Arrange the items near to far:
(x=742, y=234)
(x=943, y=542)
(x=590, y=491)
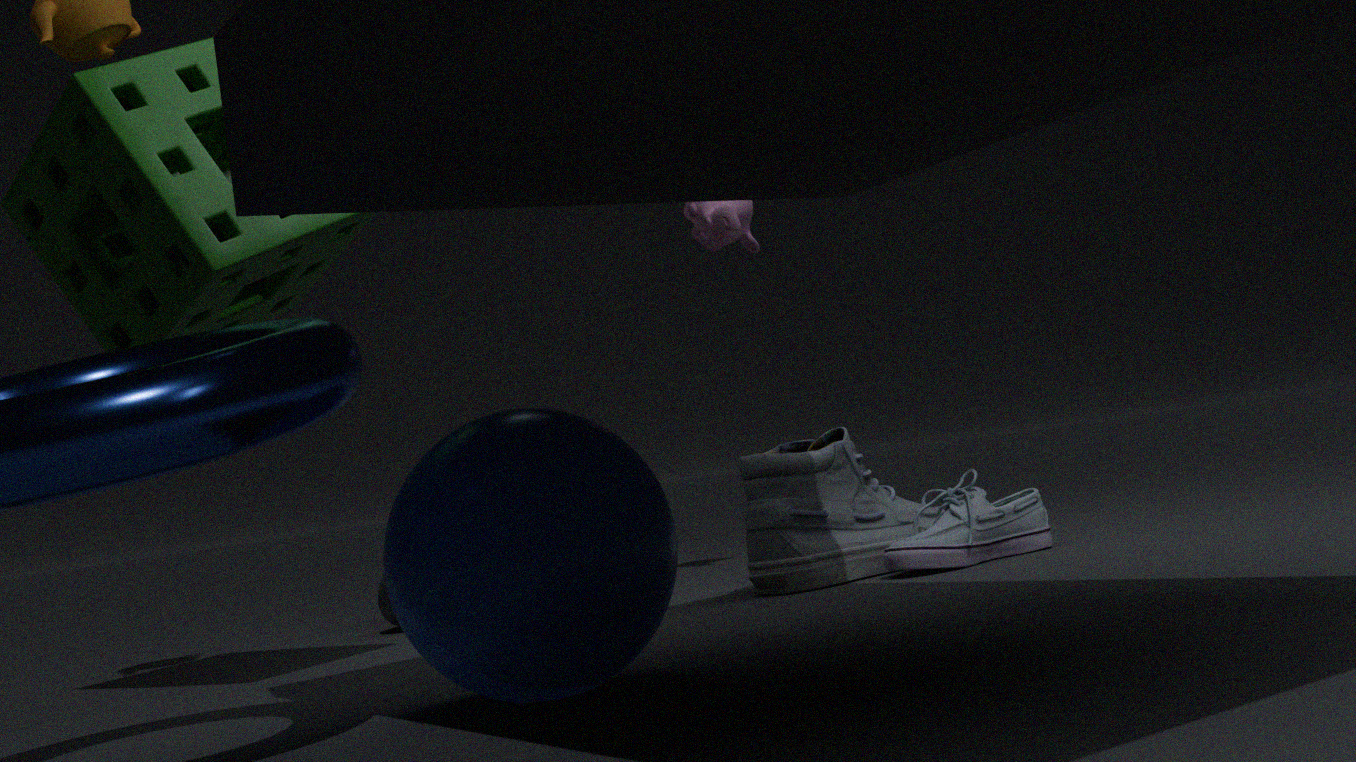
(x=590, y=491), (x=943, y=542), (x=742, y=234)
